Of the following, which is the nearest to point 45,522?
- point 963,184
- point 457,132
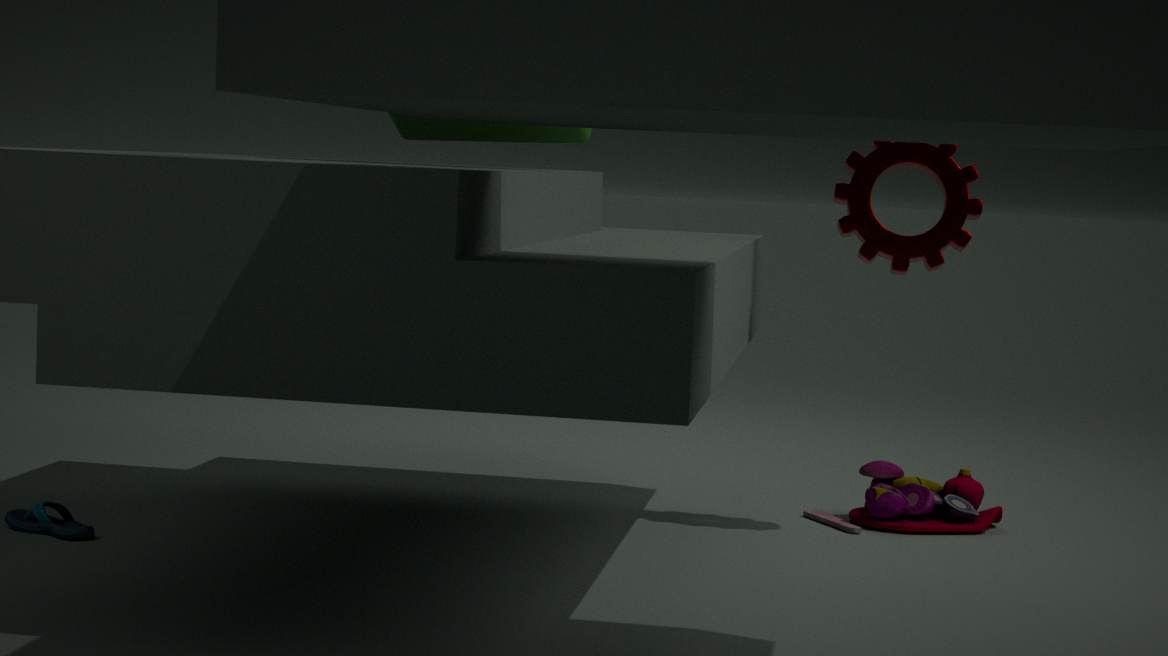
point 457,132
